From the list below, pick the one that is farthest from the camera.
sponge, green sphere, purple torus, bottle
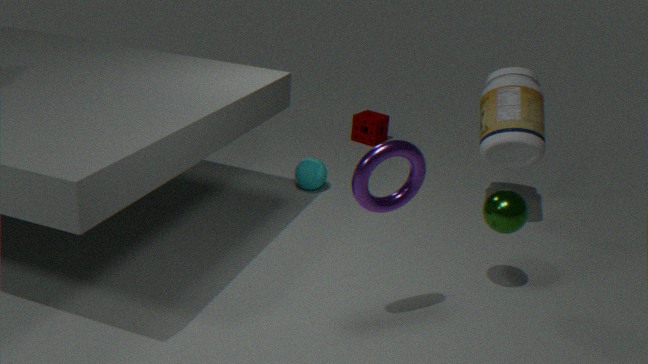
sponge
